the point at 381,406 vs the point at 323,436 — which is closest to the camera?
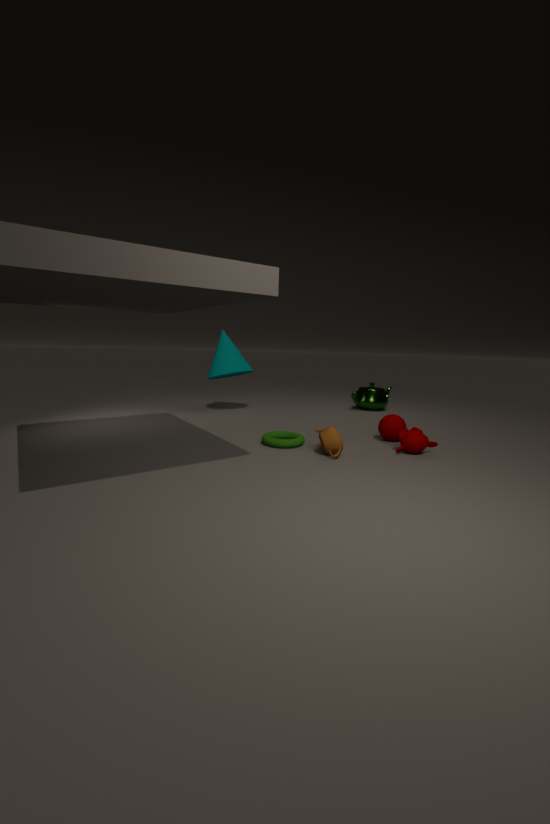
the point at 323,436
